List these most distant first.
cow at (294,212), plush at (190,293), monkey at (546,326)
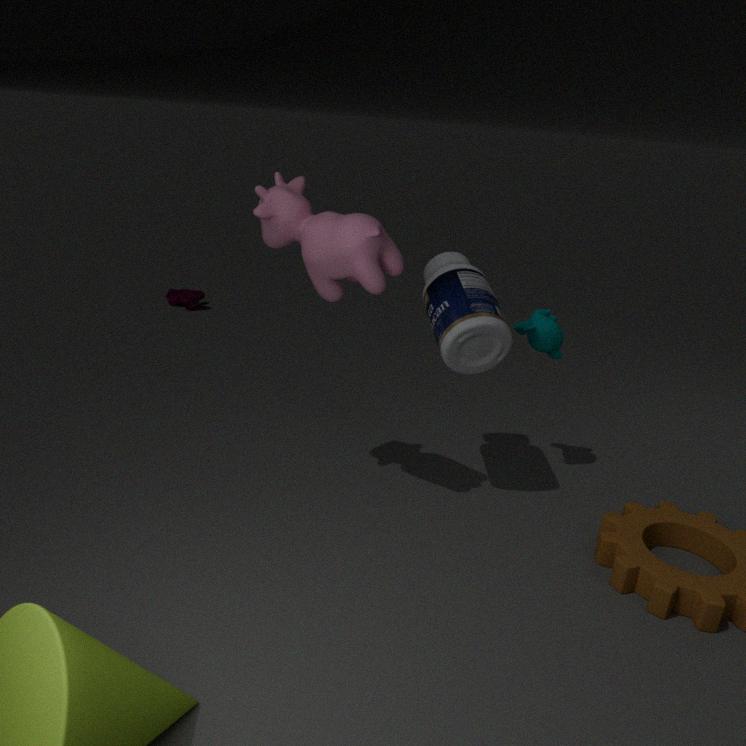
plush at (190,293) < monkey at (546,326) < cow at (294,212)
